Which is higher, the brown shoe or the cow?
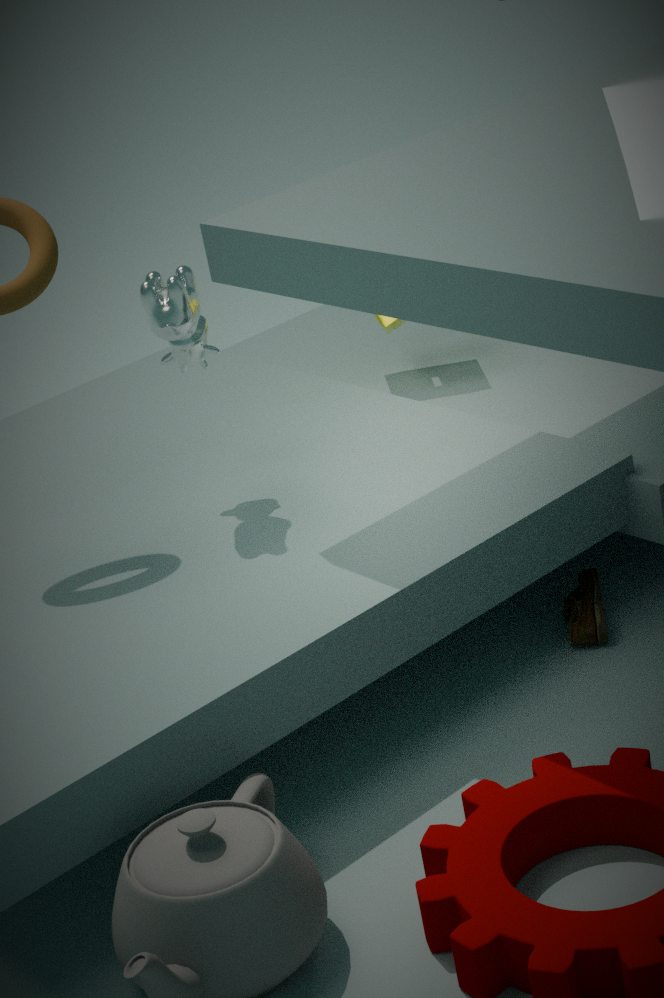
the cow
